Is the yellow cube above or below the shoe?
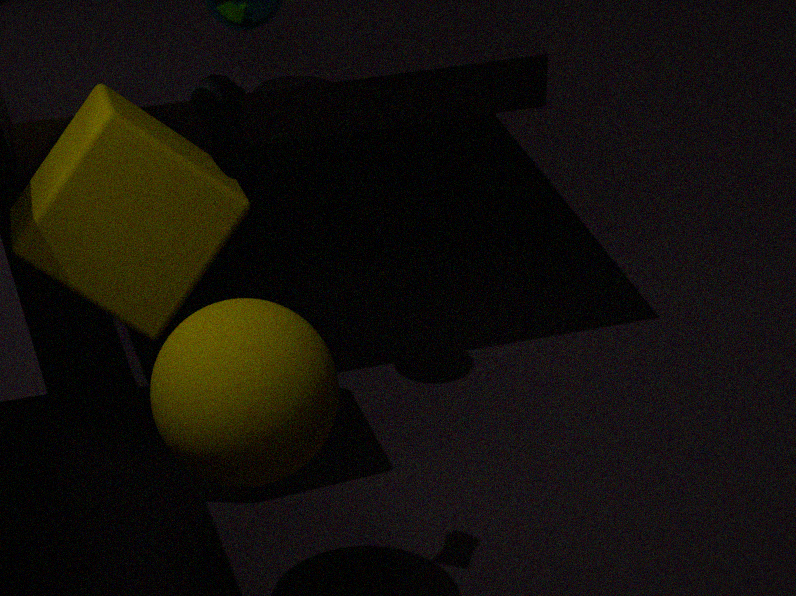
below
